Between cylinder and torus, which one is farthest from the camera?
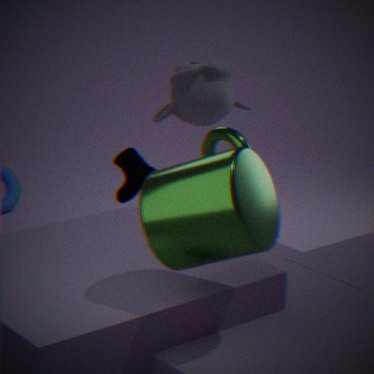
Answer: torus
